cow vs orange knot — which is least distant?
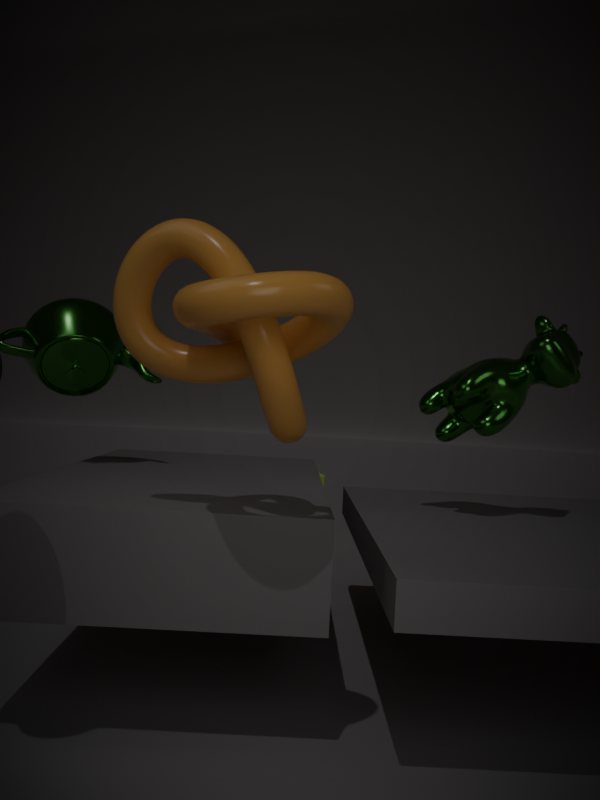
orange knot
